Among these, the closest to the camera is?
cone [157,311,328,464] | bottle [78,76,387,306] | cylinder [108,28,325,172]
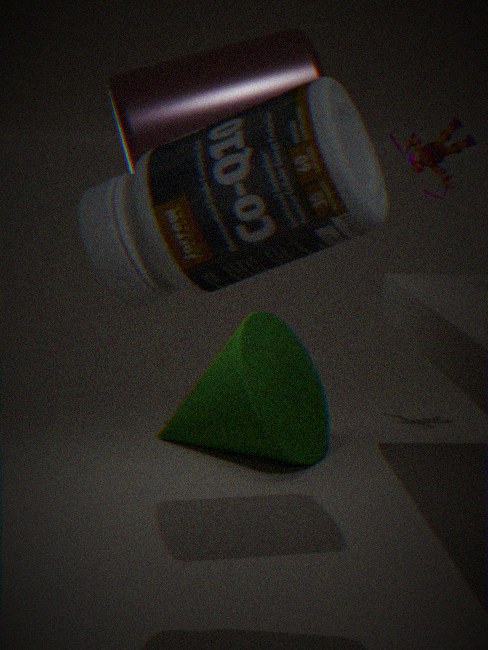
bottle [78,76,387,306]
